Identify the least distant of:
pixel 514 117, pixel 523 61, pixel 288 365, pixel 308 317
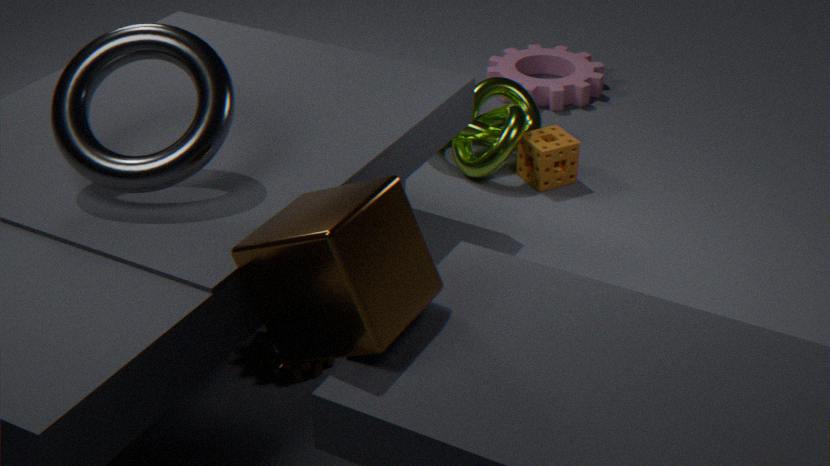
pixel 308 317
